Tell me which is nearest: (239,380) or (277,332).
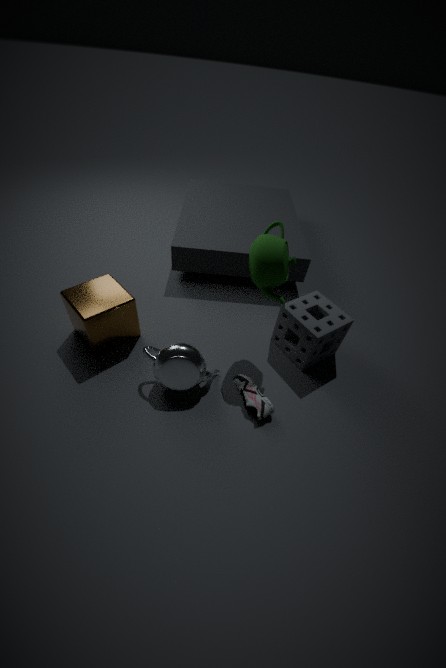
(239,380)
